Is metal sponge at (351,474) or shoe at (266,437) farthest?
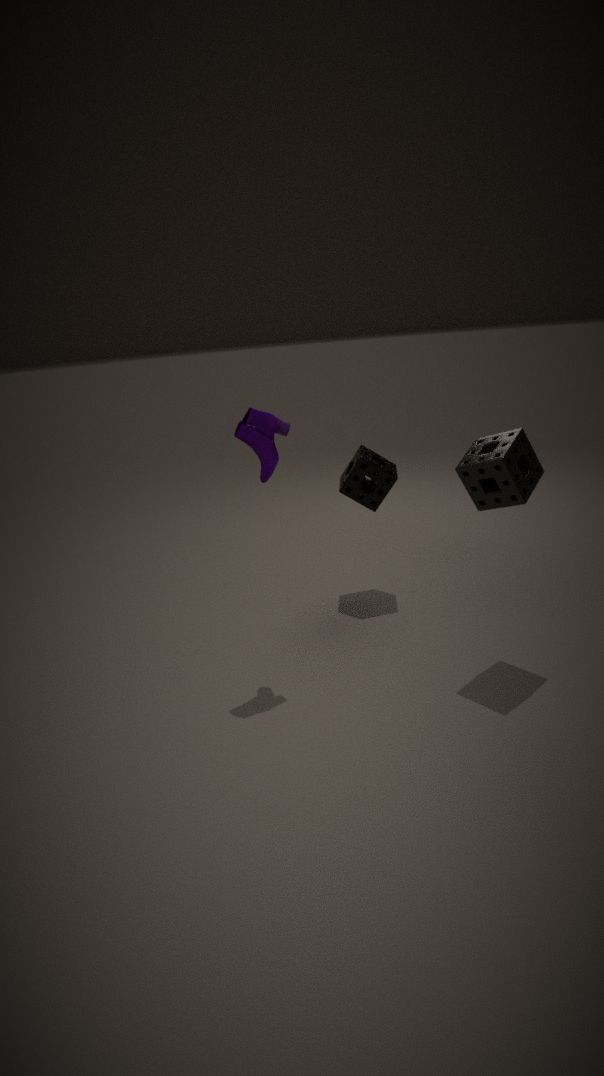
metal sponge at (351,474)
